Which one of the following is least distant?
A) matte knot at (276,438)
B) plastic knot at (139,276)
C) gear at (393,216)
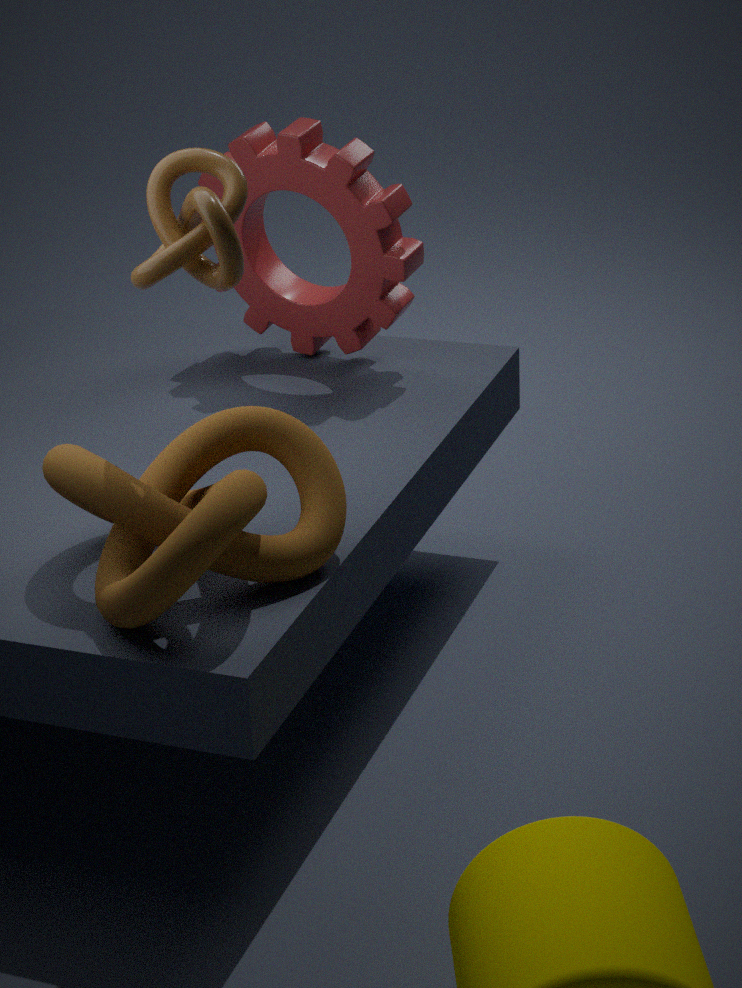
matte knot at (276,438)
